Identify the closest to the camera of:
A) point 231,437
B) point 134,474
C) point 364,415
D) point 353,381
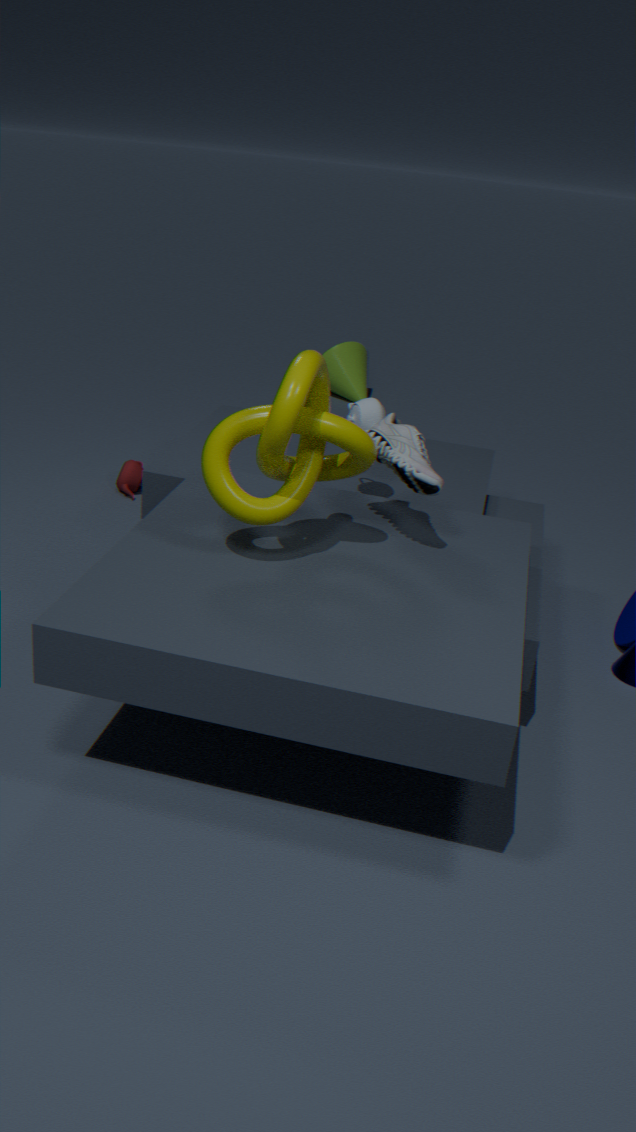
point 231,437
